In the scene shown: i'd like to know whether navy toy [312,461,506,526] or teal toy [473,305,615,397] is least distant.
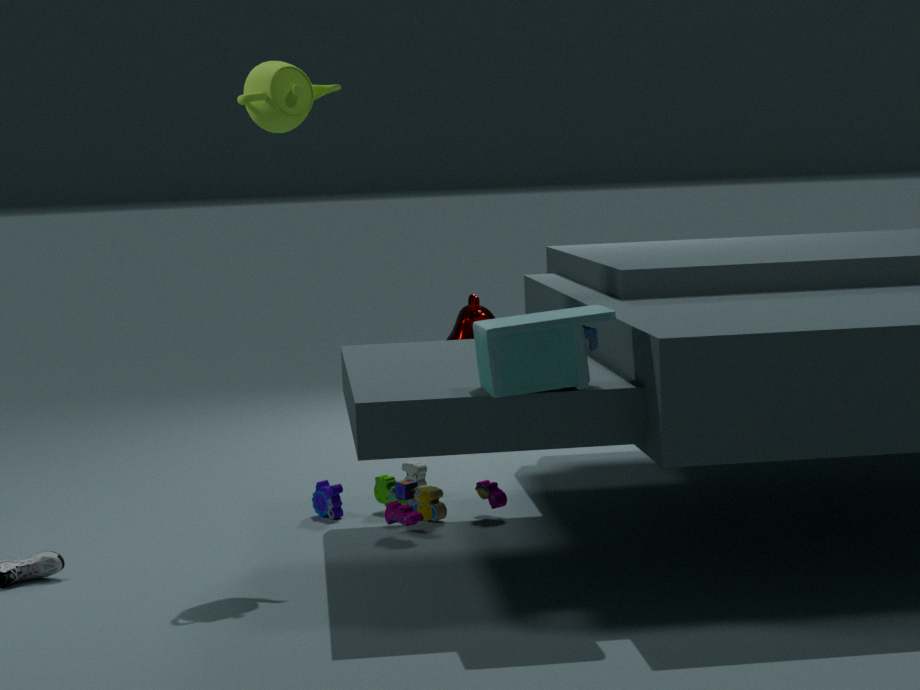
teal toy [473,305,615,397]
